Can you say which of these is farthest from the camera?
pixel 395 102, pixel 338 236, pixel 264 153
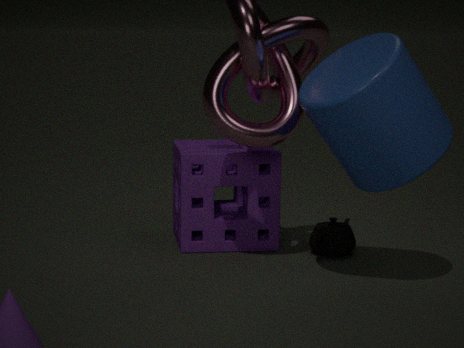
pixel 264 153
